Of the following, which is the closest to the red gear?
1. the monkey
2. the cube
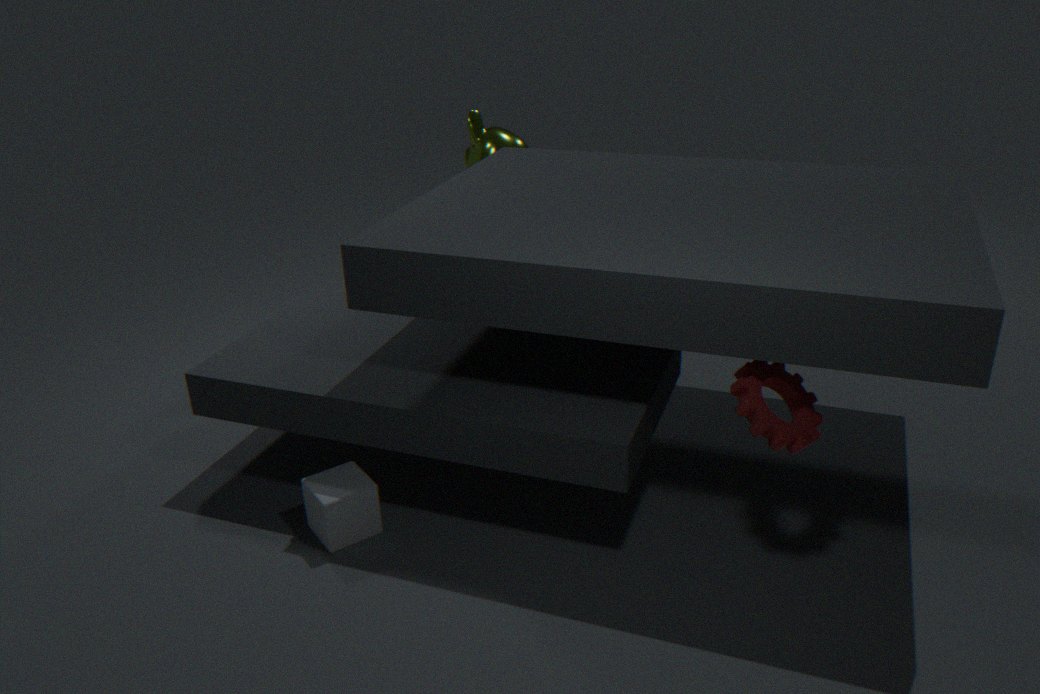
the cube
